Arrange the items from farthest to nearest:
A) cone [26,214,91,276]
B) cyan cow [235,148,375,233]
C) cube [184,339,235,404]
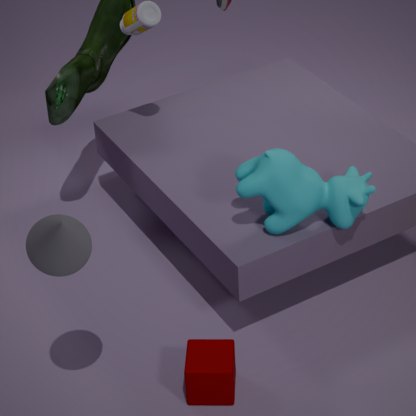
cyan cow [235,148,375,233] → cube [184,339,235,404] → cone [26,214,91,276]
